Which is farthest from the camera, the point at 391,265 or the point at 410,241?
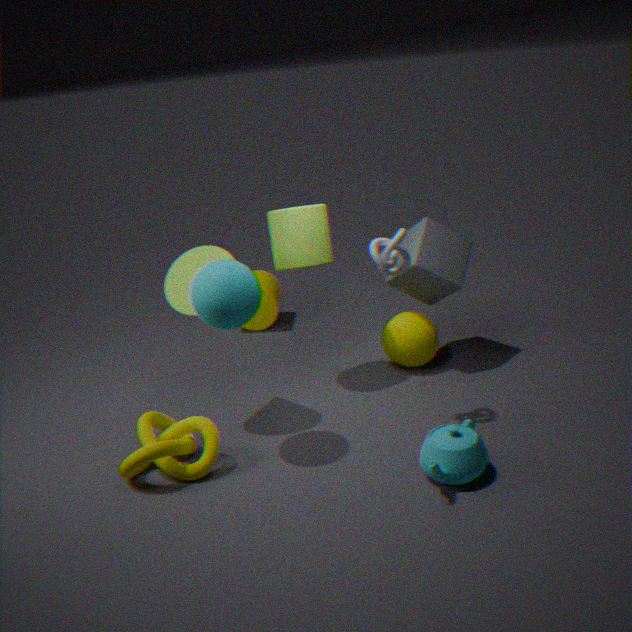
the point at 410,241
